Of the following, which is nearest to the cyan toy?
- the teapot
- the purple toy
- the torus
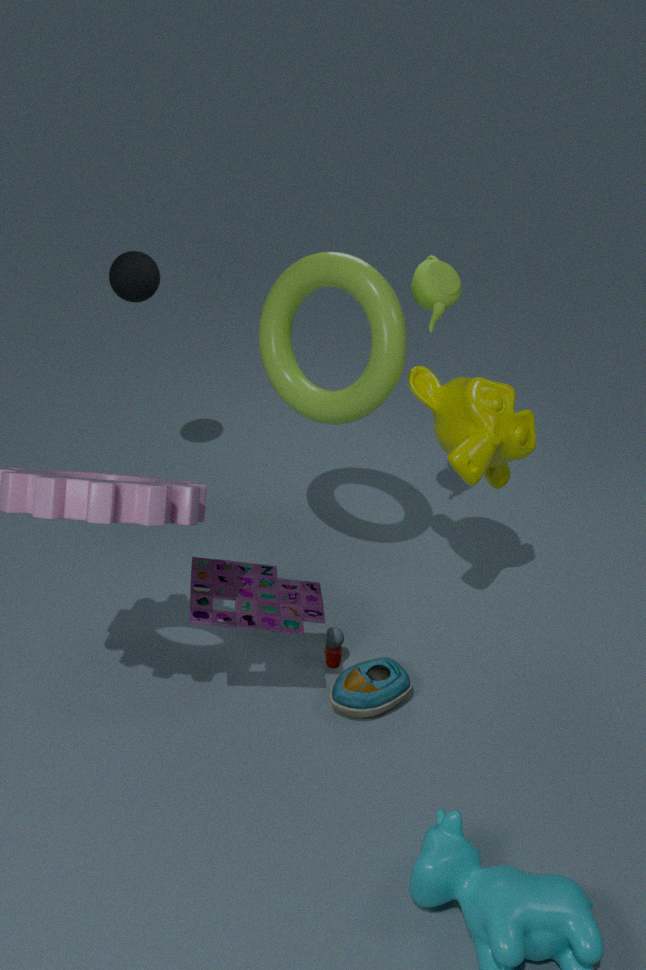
the purple toy
